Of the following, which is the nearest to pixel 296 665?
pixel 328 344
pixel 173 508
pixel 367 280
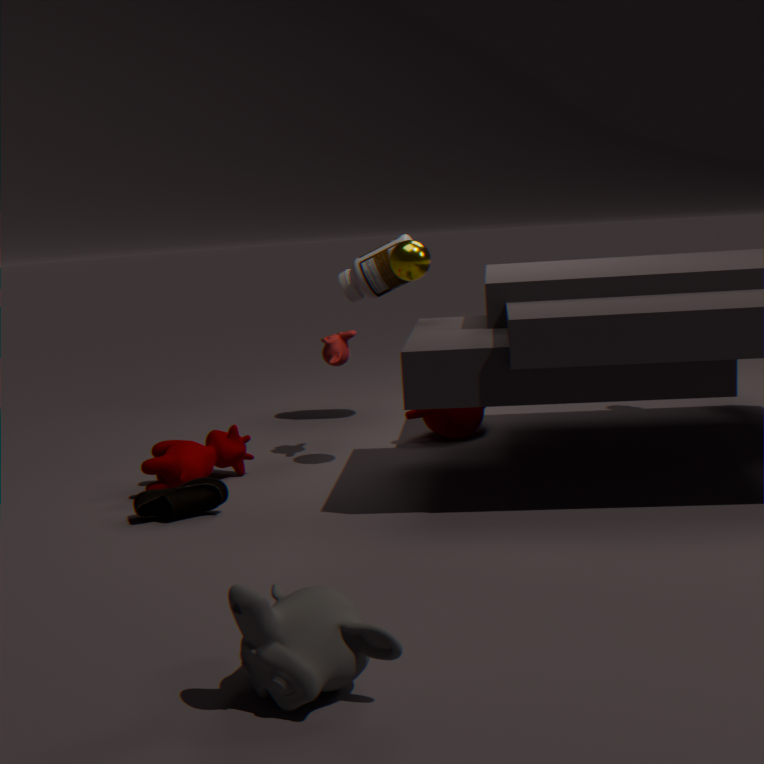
pixel 173 508
